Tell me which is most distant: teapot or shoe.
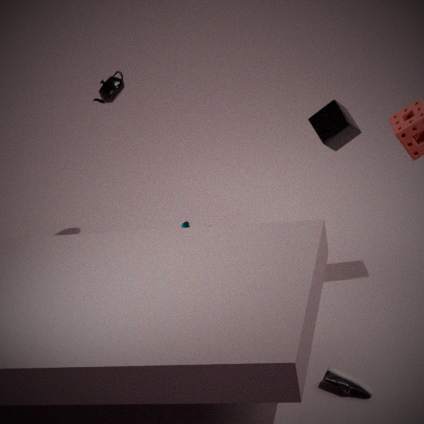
teapot
